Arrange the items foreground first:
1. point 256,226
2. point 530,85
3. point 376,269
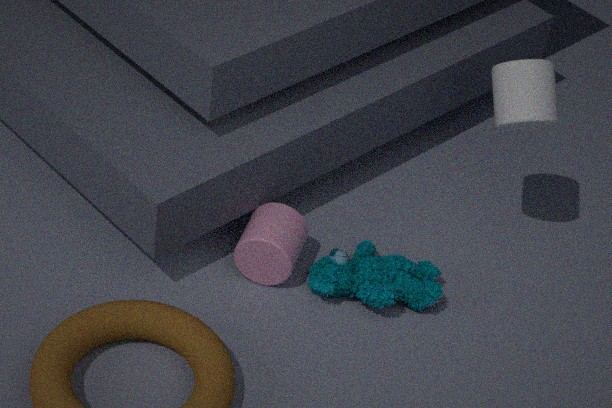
point 530,85 → point 256,226 → point 376,269
